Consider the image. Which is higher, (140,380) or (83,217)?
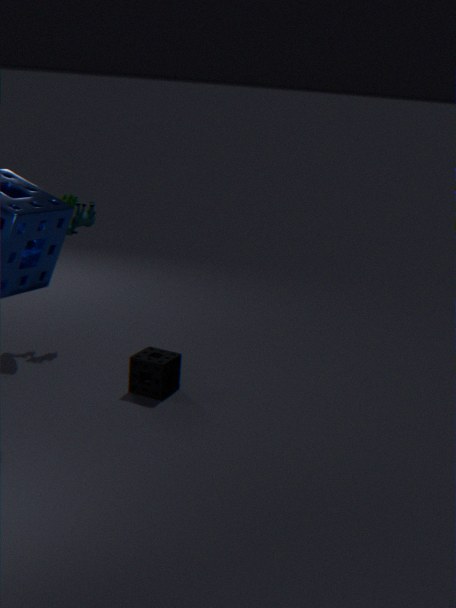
(83,217)
